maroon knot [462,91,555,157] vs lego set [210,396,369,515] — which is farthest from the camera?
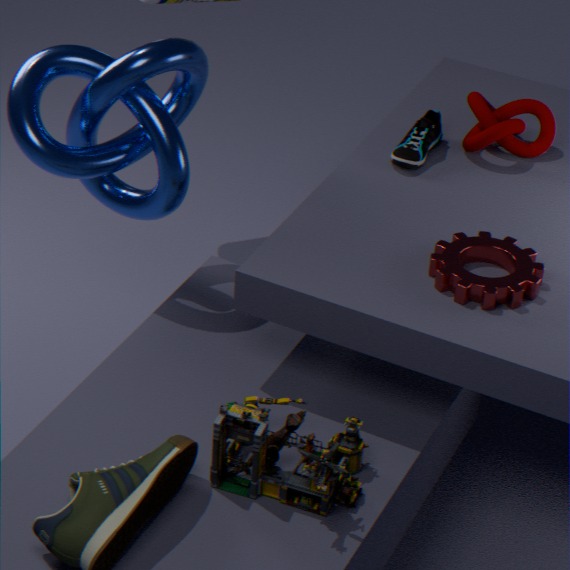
maroon knot [462,91,555,157]
